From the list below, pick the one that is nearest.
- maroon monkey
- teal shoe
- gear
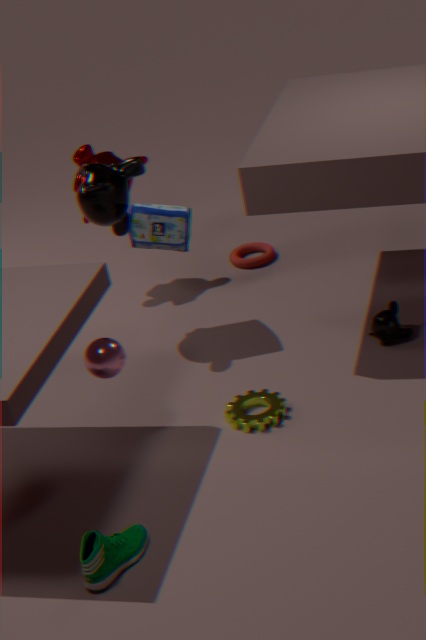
teal shoe
